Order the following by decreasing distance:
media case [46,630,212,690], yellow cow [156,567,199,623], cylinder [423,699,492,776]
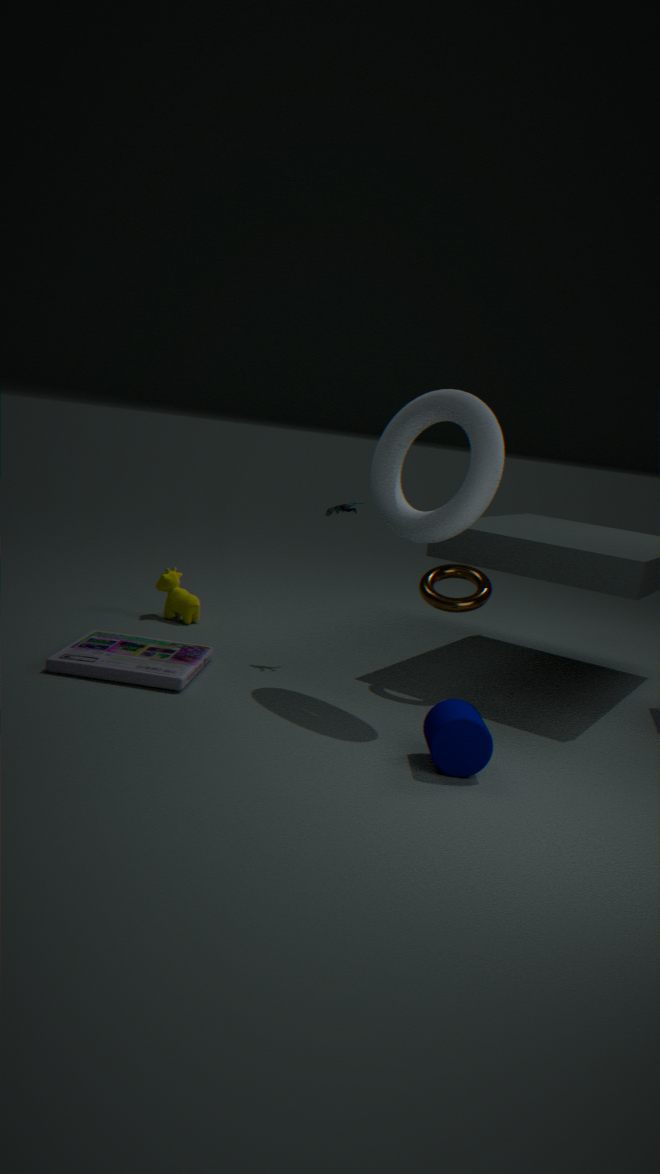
yellow cow [156,567,199,623] < media case [46,630,212,690] < cylinder [423,699,492,776]
